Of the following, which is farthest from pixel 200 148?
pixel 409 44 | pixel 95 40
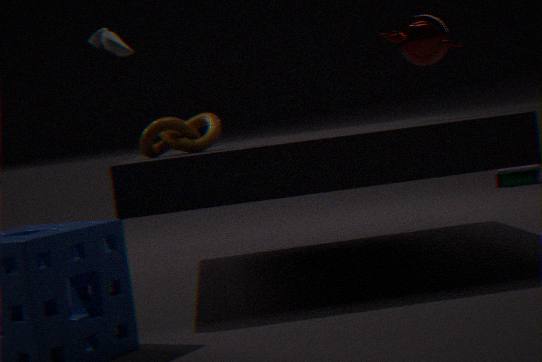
pixel 409 44
